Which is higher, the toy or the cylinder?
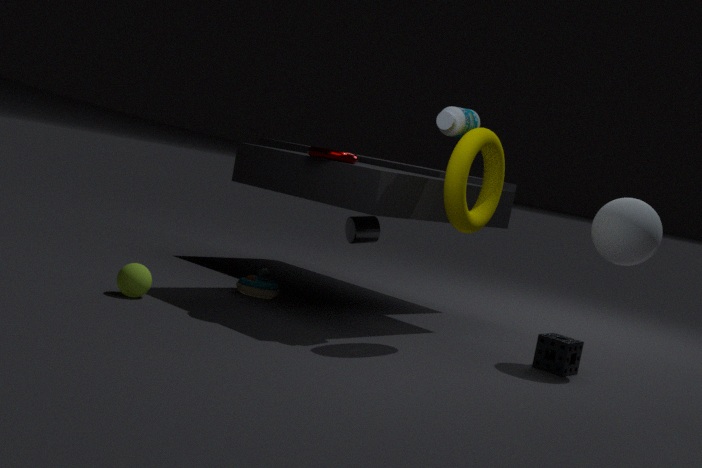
the cylinder
